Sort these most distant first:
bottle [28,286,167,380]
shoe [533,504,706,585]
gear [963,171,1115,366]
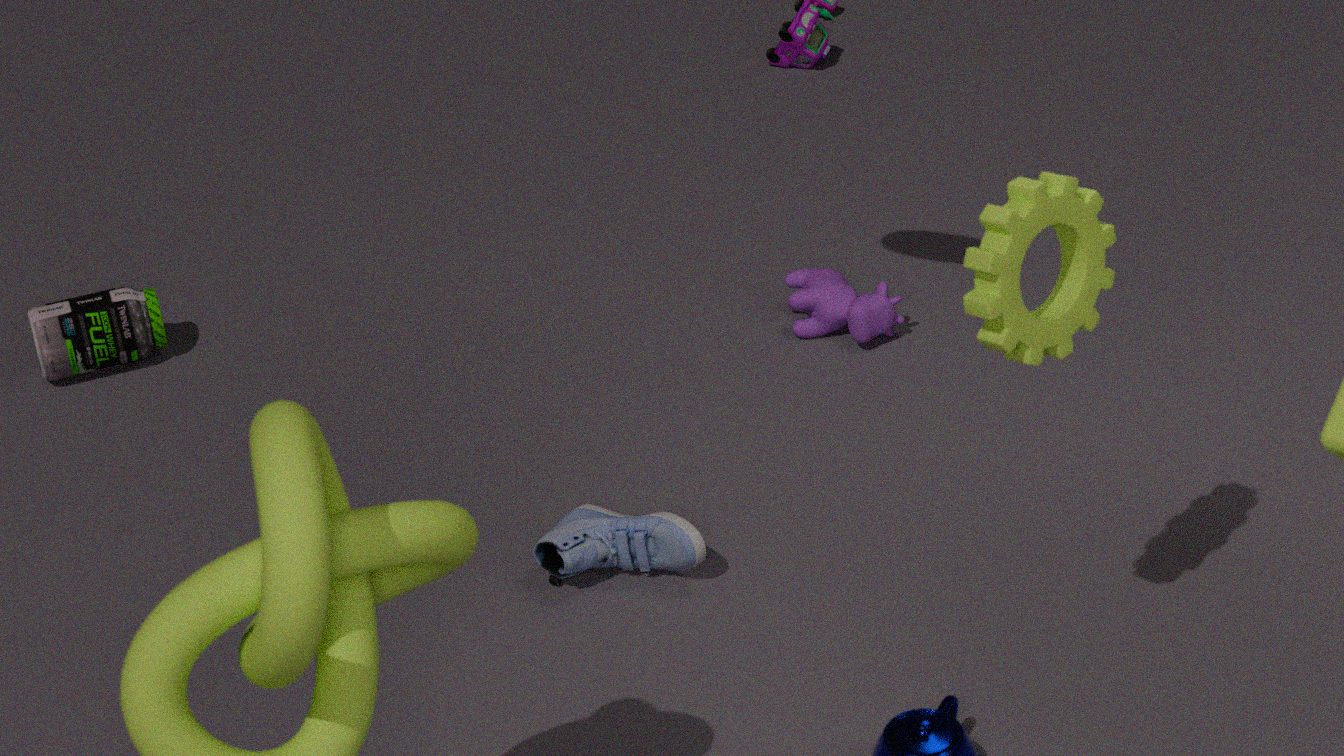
bottle [28,286,167,380], shoe [533,504,706,585], gear [963,171,1115,366]
